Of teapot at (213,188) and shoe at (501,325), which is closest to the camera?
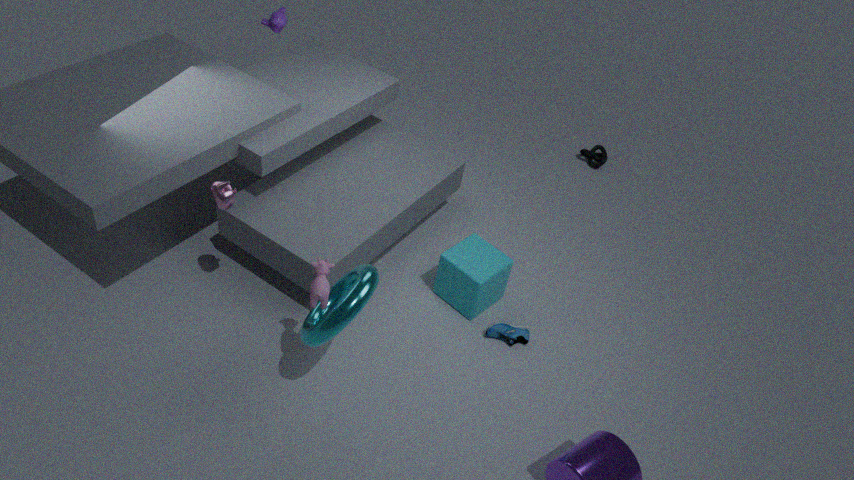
teapot at (213,188)
